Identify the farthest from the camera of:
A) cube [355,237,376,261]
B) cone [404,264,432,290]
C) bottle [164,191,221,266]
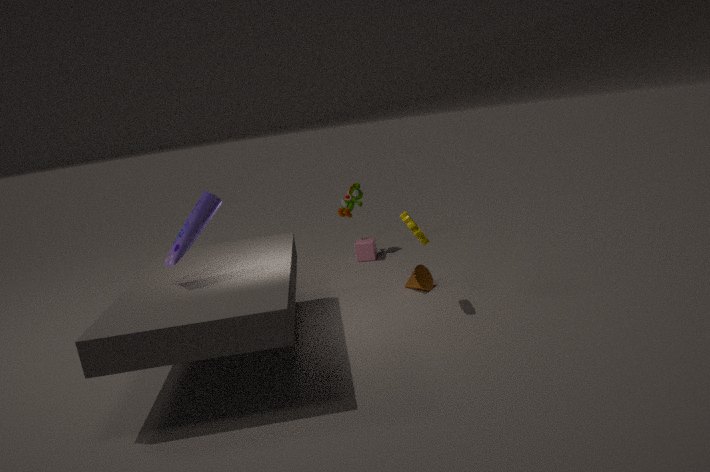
cube [355,237,376,261]
